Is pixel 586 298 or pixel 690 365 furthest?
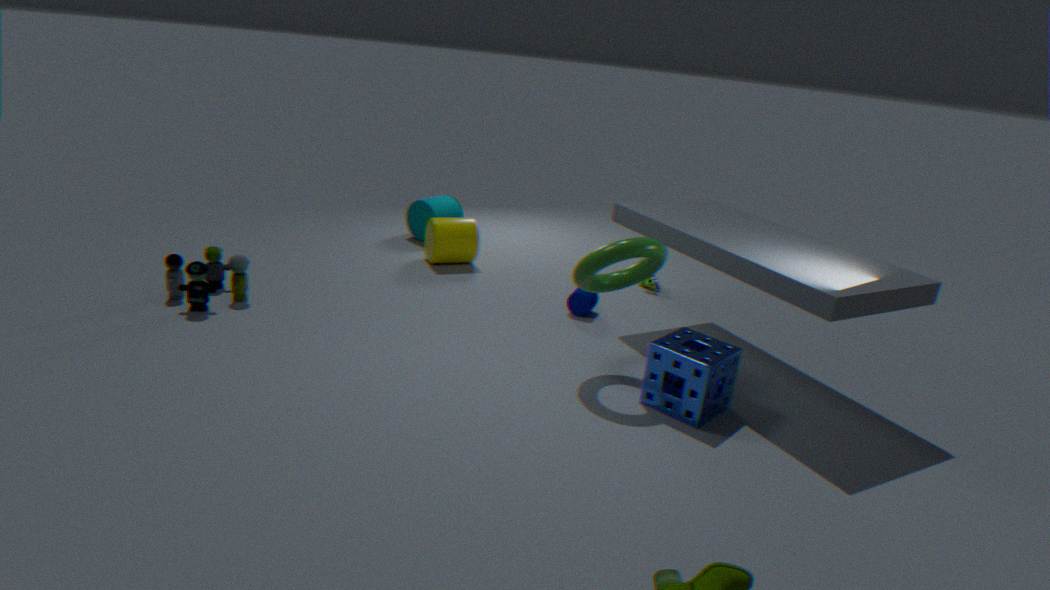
pixel 586 298
